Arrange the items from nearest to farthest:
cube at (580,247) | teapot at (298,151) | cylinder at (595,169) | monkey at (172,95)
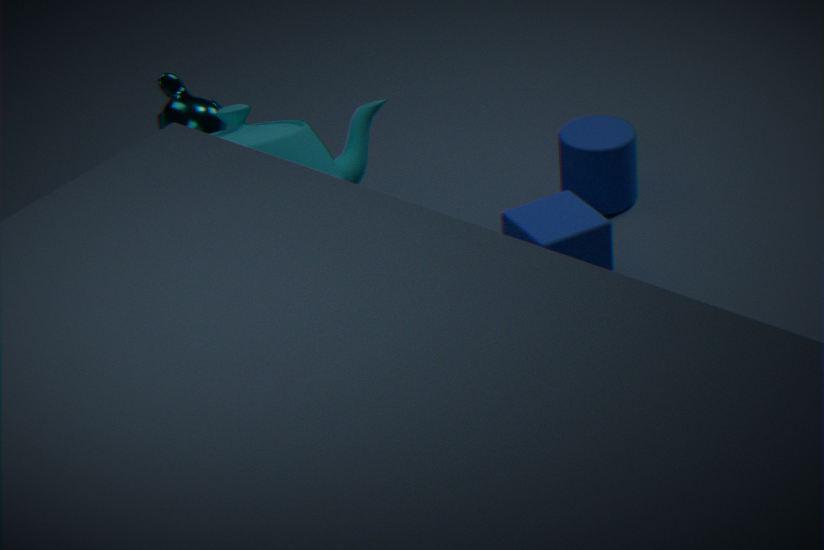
teapot at (298,151), monkey at (172,95), cube at (580,247), cylinder at (595,169)
